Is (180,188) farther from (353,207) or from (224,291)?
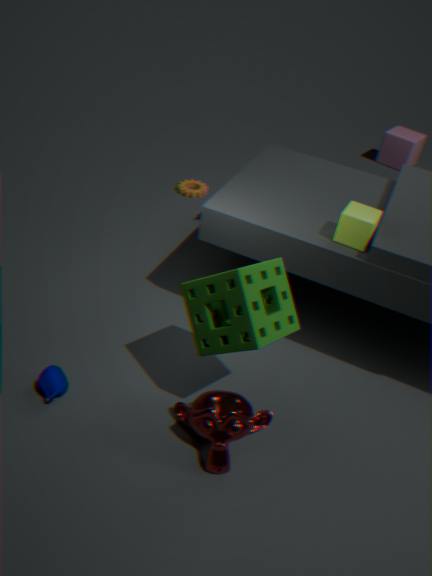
(224,291)
